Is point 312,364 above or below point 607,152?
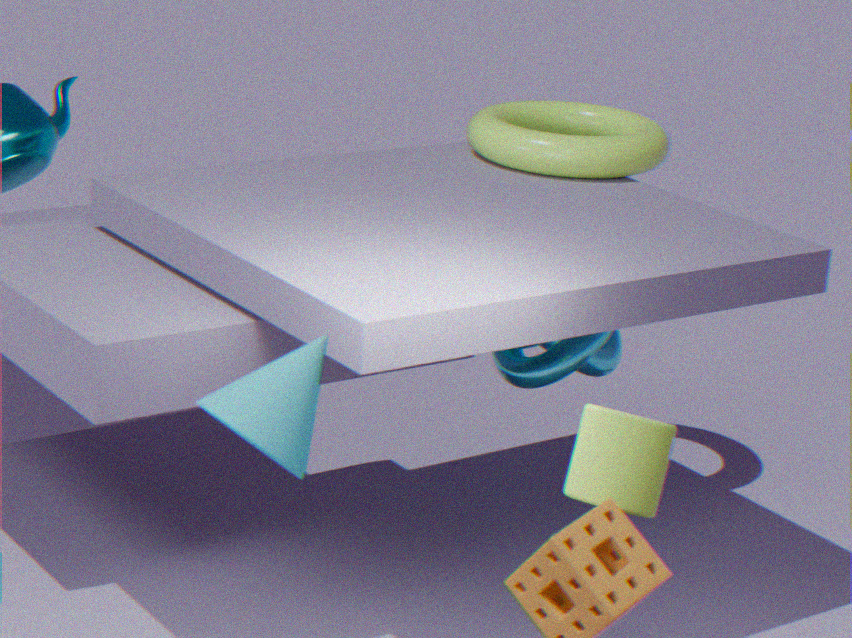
below
